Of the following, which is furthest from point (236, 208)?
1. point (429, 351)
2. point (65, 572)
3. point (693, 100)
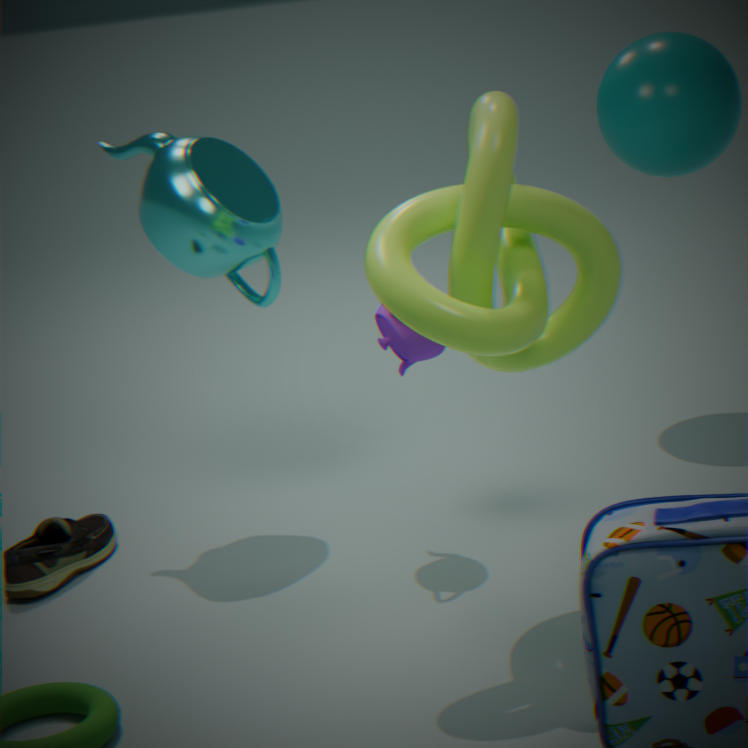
point (693, 100)
